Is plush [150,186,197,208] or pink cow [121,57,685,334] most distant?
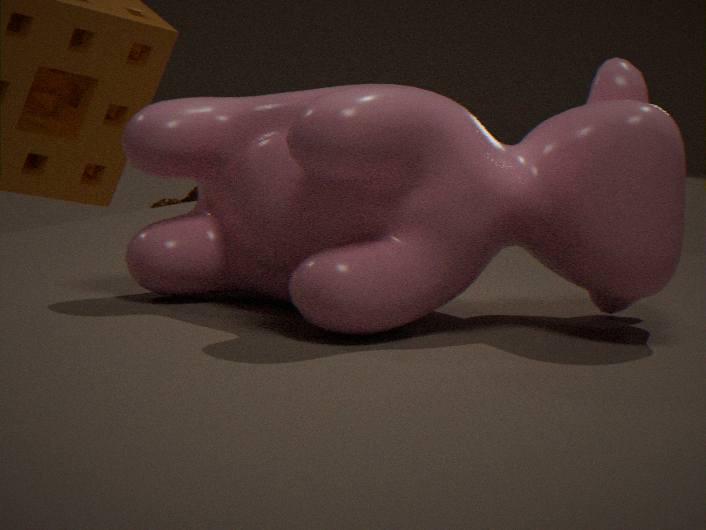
plush [150,186,197,208]
